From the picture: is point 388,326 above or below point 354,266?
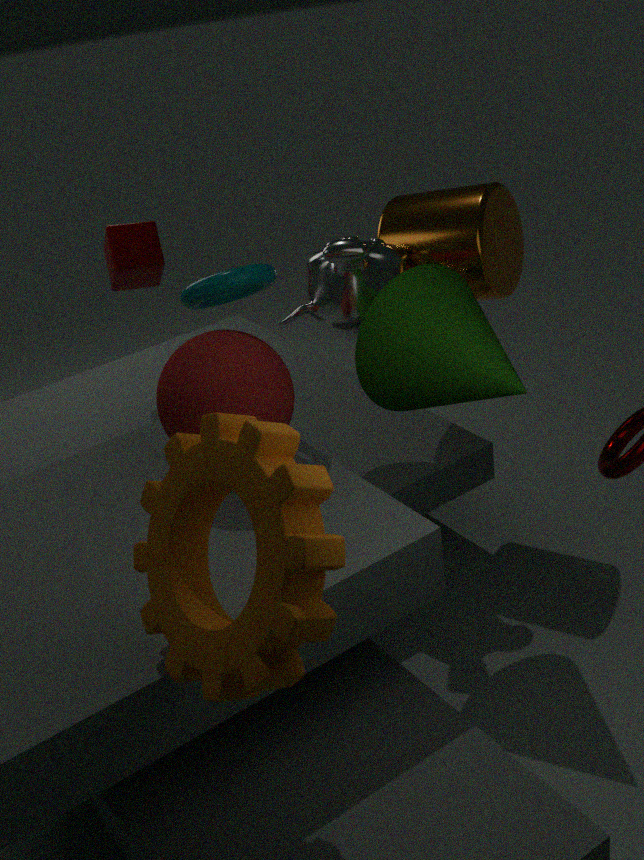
below
